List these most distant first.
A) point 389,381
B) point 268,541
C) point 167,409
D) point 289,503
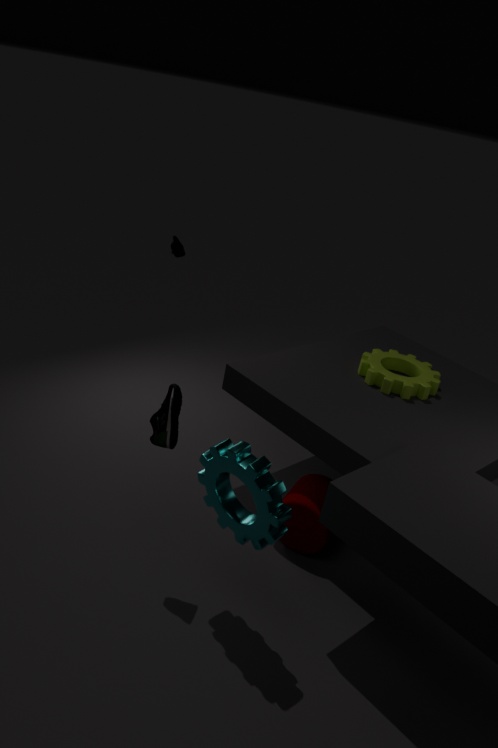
point 389,381 → point 289,503 → point 167,409 → point 268,541
